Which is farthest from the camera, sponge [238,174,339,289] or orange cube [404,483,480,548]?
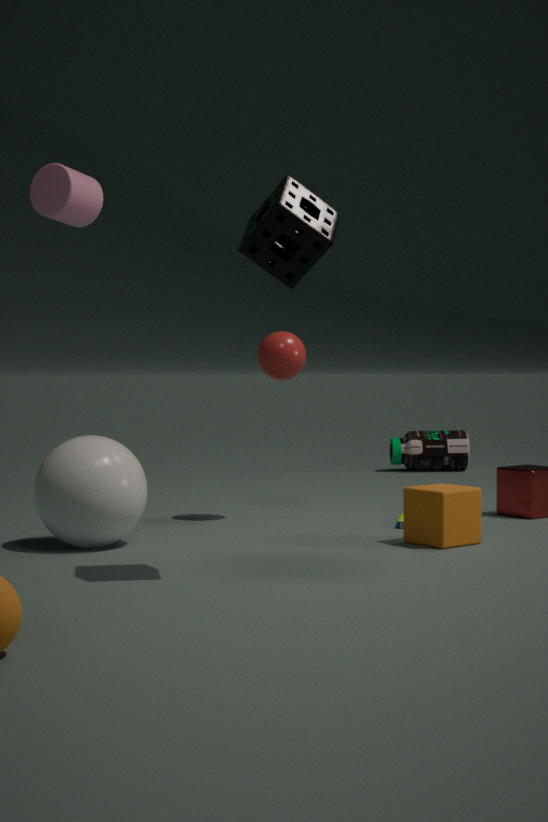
orange cube [404,483,480,548]
